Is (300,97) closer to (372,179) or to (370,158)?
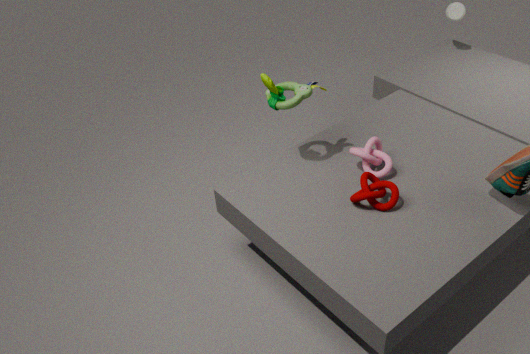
(370,158)
